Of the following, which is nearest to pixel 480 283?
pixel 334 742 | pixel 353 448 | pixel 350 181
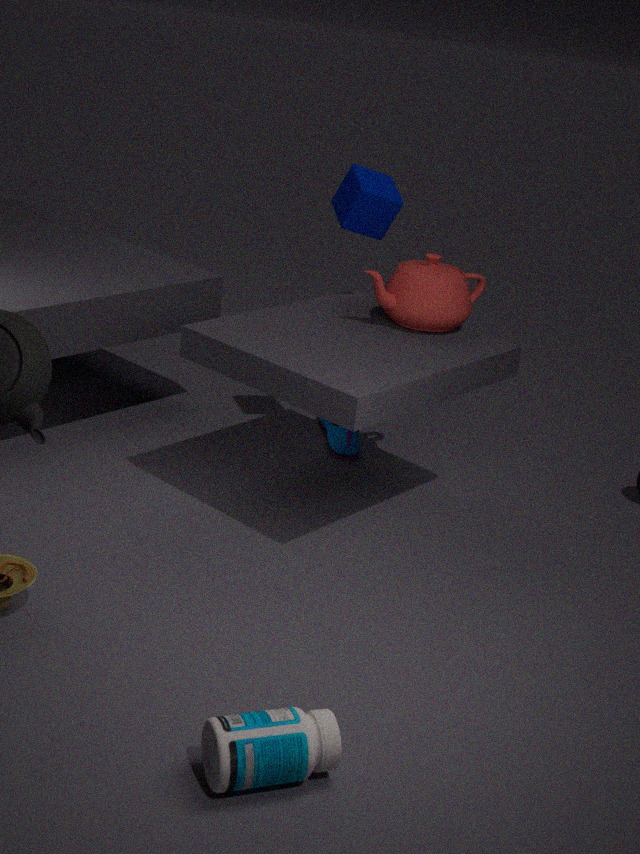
pixel 350 181
